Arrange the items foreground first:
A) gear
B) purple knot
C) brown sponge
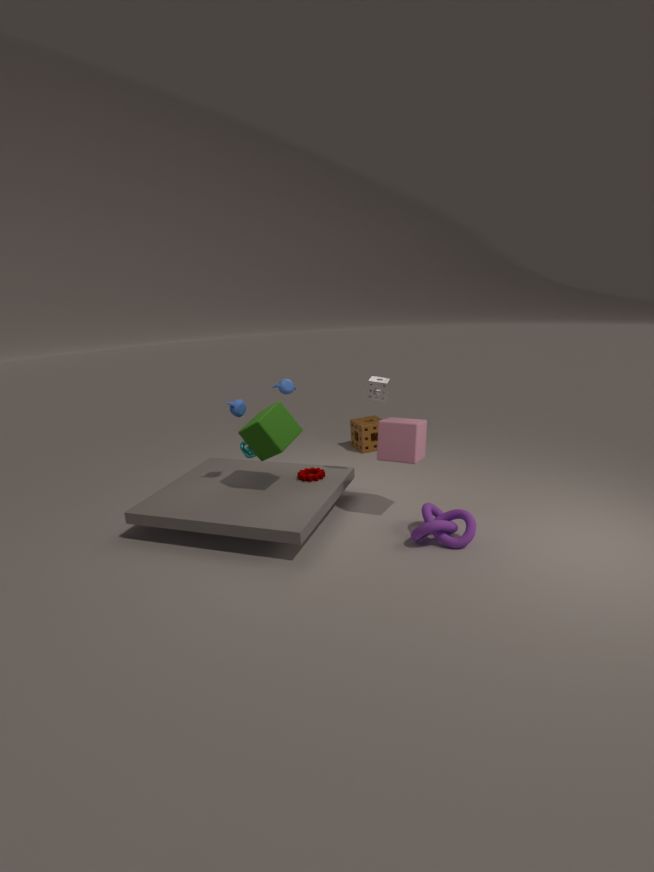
purple knot → gear → brown sponge
